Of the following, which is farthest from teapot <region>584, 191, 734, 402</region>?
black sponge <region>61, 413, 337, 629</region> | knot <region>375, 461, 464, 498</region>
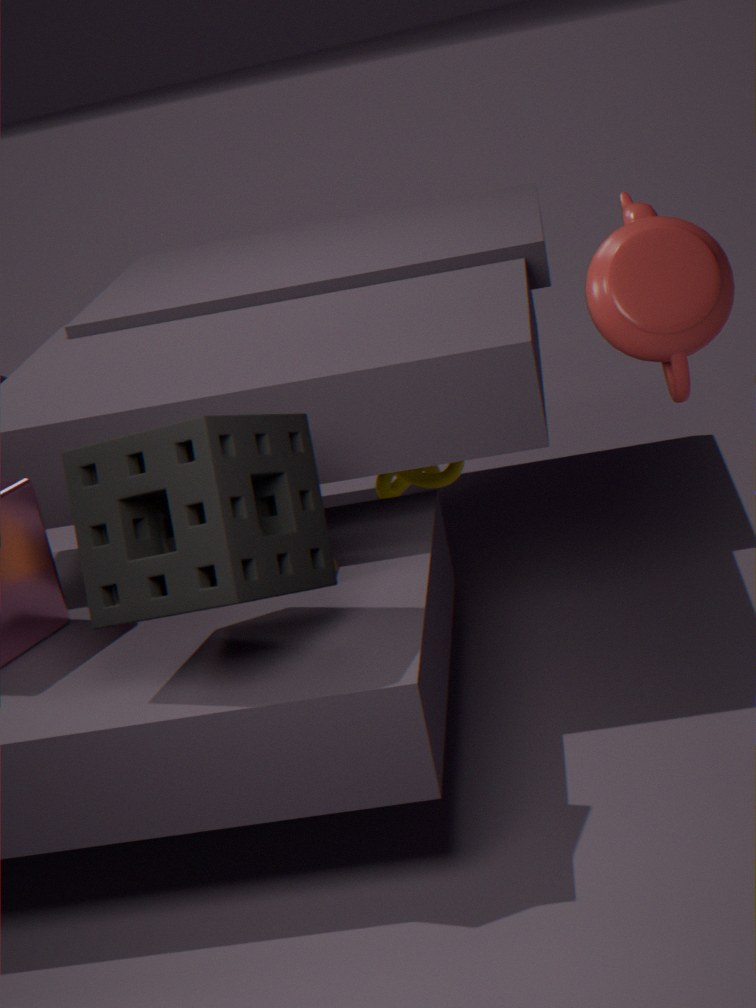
knot <region>375, 461, 464, 498</region>
